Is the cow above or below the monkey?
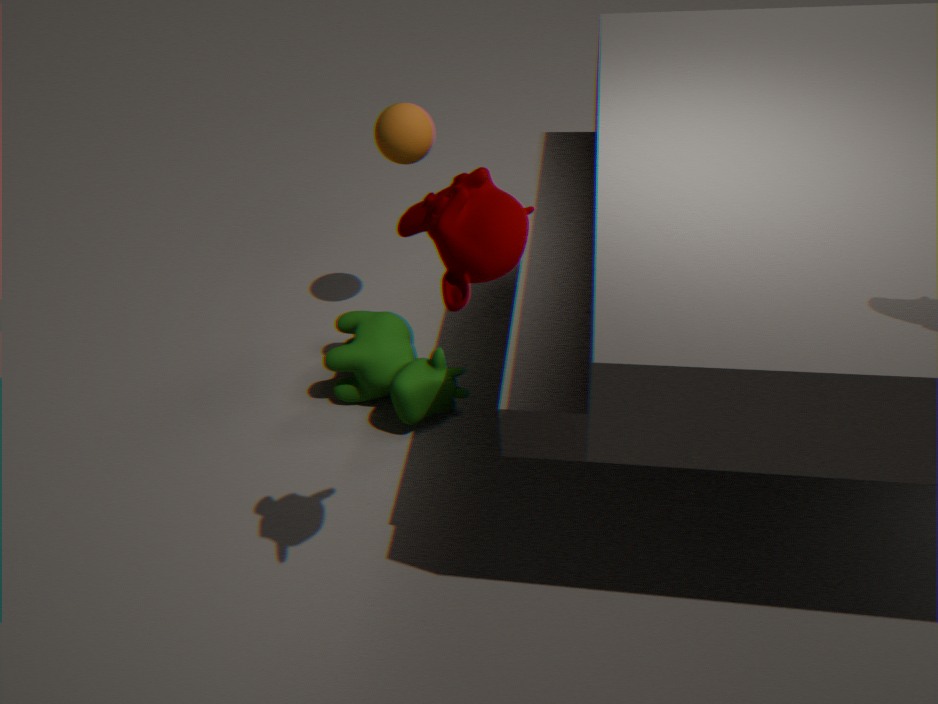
below
